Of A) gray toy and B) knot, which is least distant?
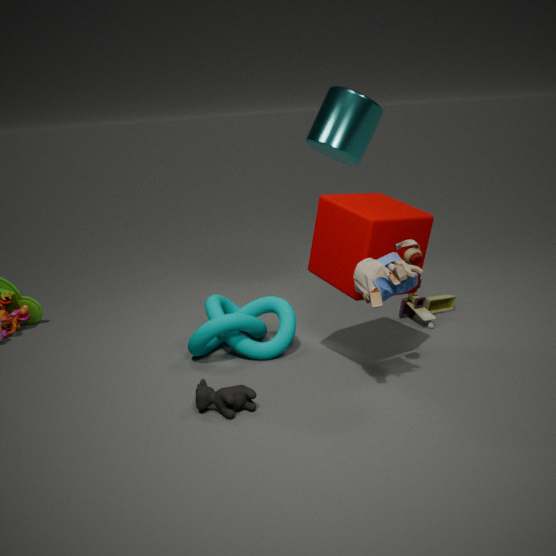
A. gray toy
